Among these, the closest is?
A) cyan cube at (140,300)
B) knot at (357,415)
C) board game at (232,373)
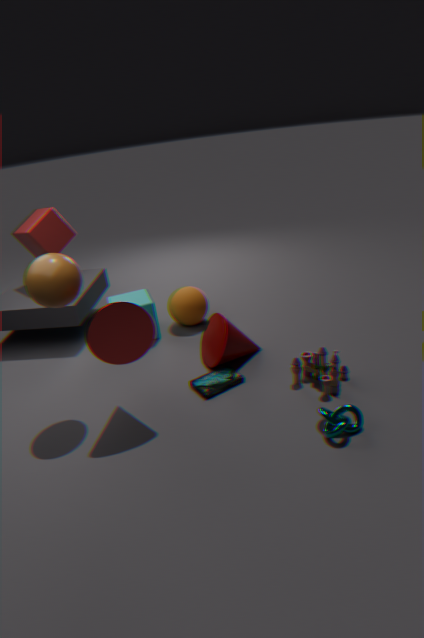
knot at (357,415)
